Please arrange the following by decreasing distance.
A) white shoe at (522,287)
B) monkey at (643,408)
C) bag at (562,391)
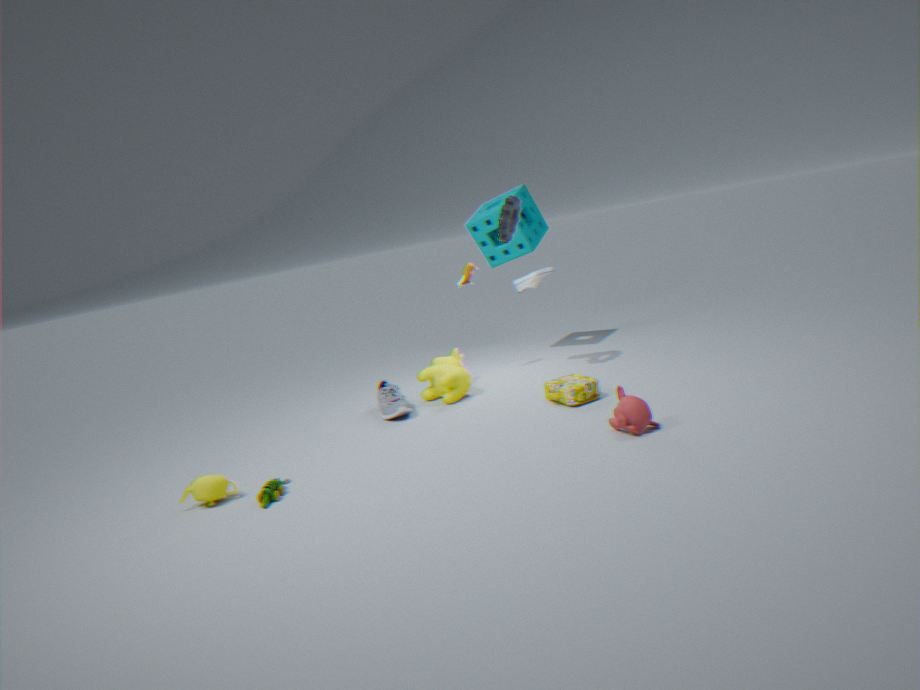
white shoe at (522,287) → bag at (562,391) → monkey at (643,408)
